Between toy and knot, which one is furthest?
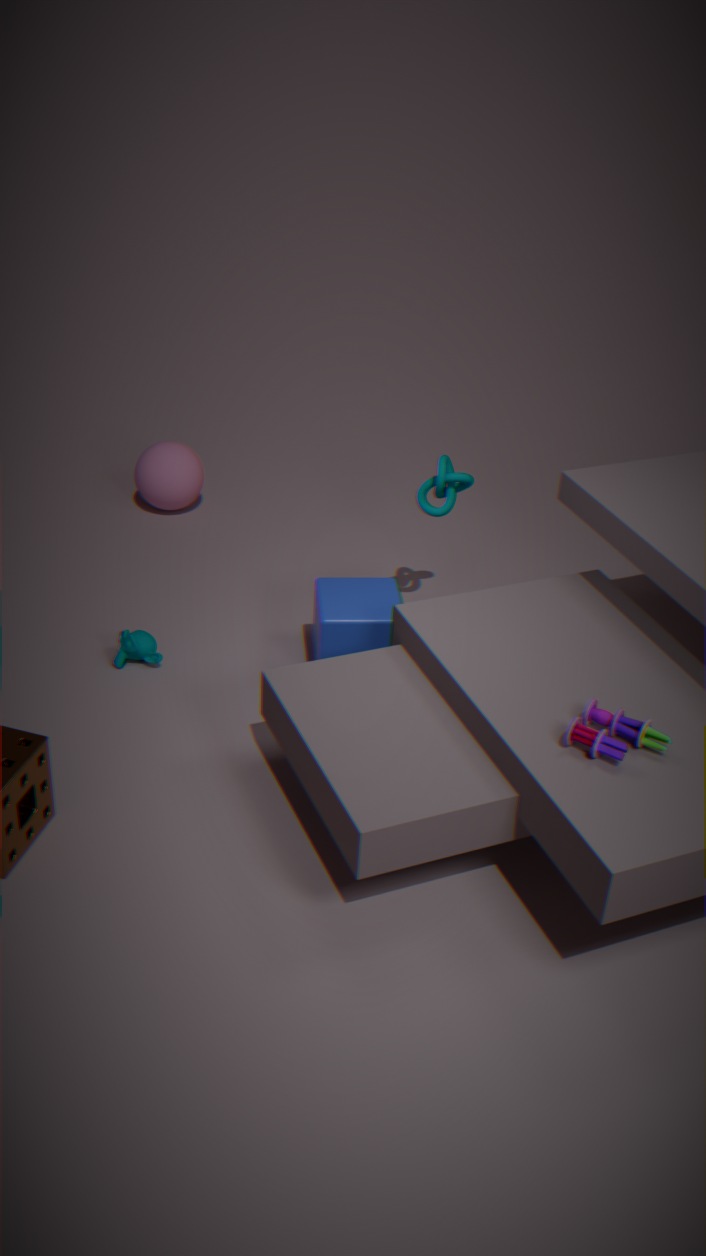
knot
